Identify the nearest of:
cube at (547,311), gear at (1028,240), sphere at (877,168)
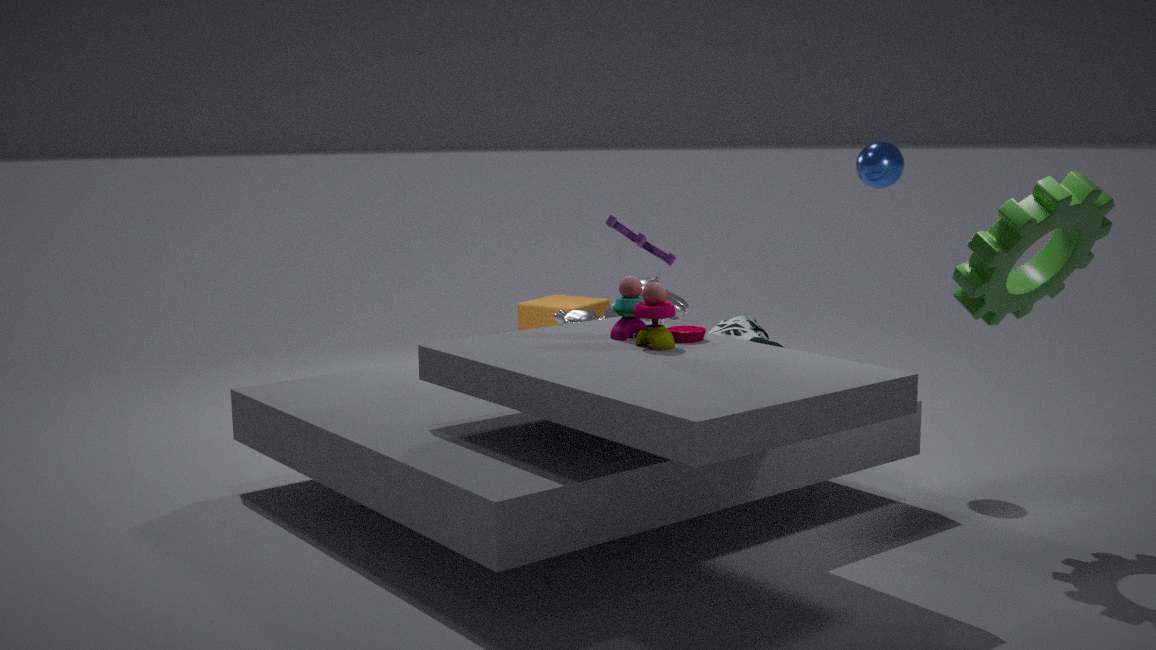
gear at (1028,240)
